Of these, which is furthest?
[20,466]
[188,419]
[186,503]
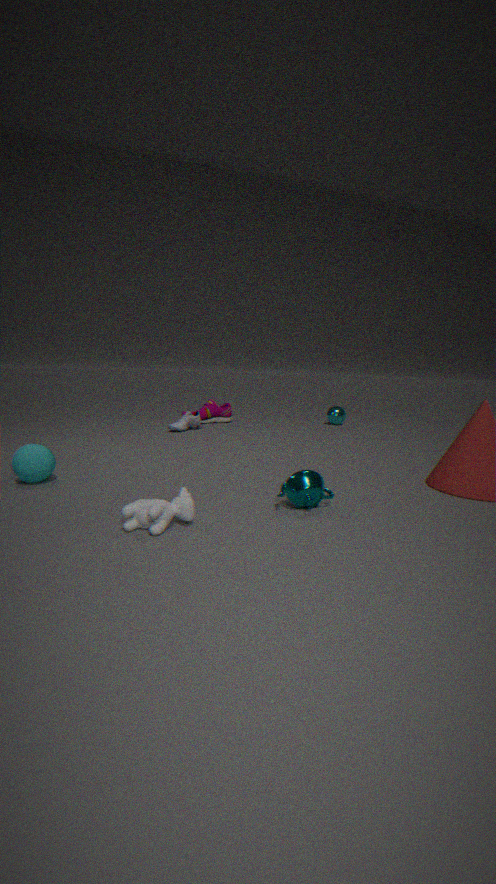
[188,419]
